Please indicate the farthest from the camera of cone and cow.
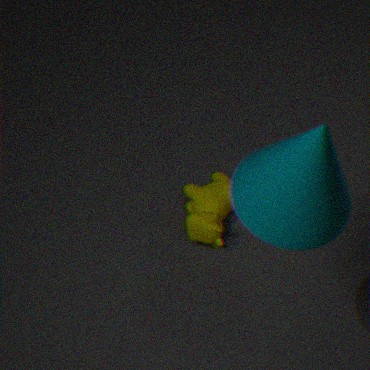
cow
